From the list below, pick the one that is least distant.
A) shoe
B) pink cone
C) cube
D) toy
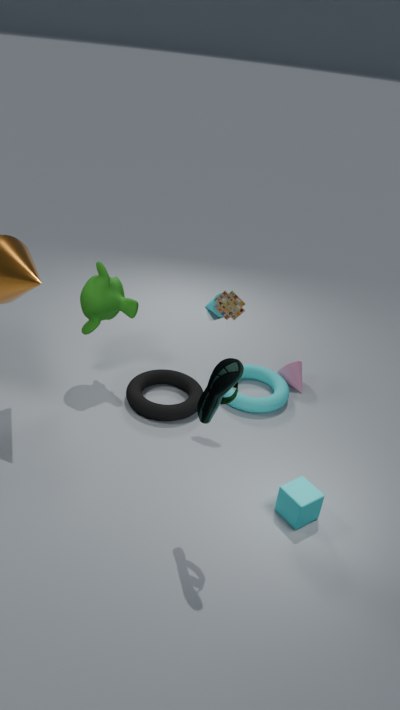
shoe
